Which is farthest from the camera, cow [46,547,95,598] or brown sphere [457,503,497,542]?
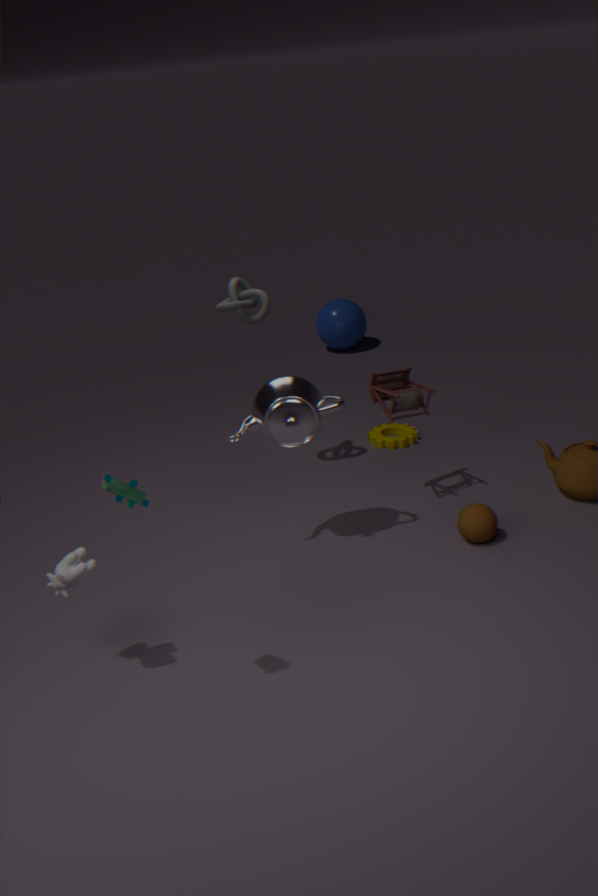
brown sphere [457,503,497,542]
